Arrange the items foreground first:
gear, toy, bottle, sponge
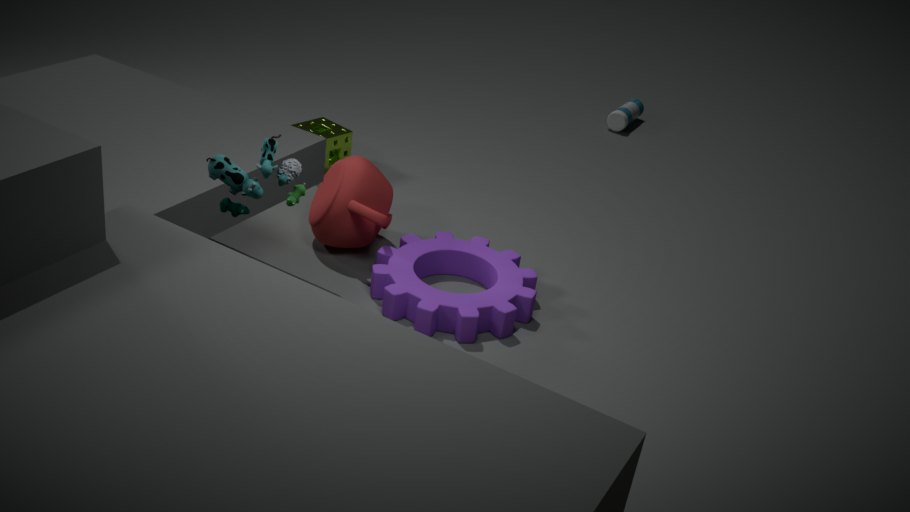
1. toy
2. gear
3. sponge
4. bottle
